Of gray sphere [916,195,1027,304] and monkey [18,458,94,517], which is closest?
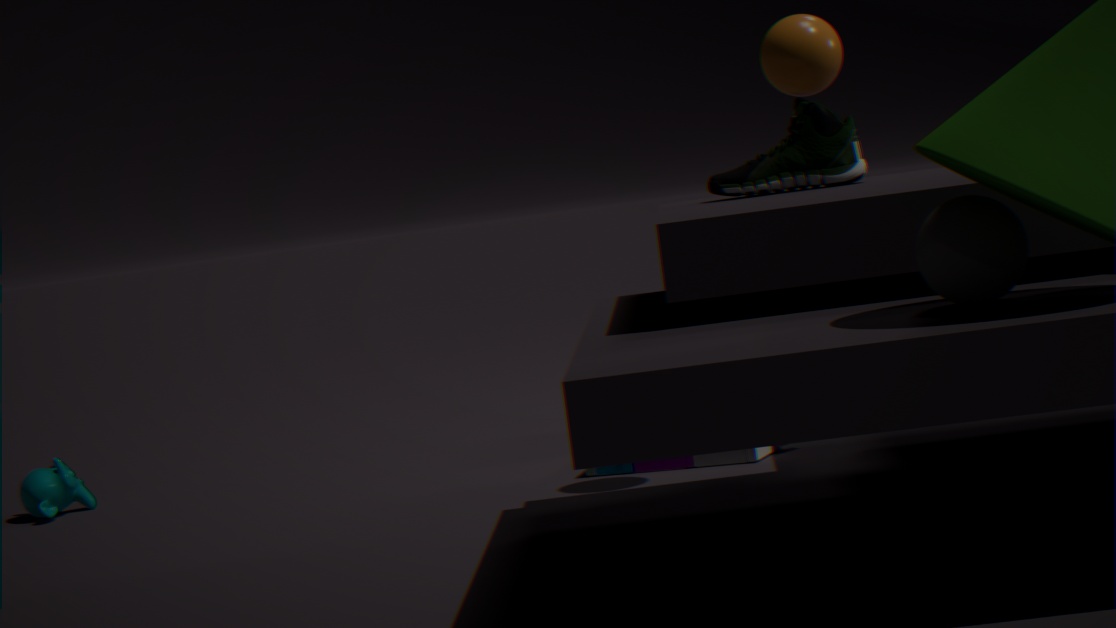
gray sphere [916,195,1027,304]
